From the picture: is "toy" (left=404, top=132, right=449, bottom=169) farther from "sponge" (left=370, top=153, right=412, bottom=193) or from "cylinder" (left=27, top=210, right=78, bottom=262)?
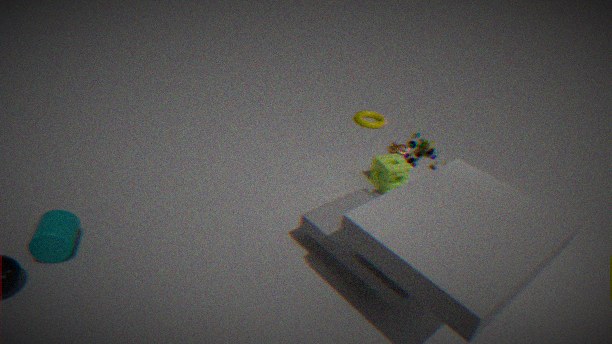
"cylinder" (left=27, top=210, right=78, bottom=262)
